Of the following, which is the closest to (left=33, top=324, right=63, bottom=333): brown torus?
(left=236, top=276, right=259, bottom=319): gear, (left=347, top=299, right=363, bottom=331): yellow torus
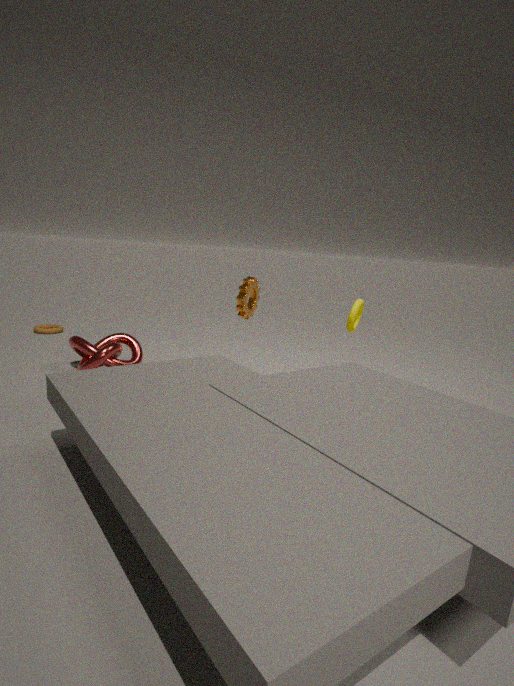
(left=236, top=276, right=259, bottom=319): gear
